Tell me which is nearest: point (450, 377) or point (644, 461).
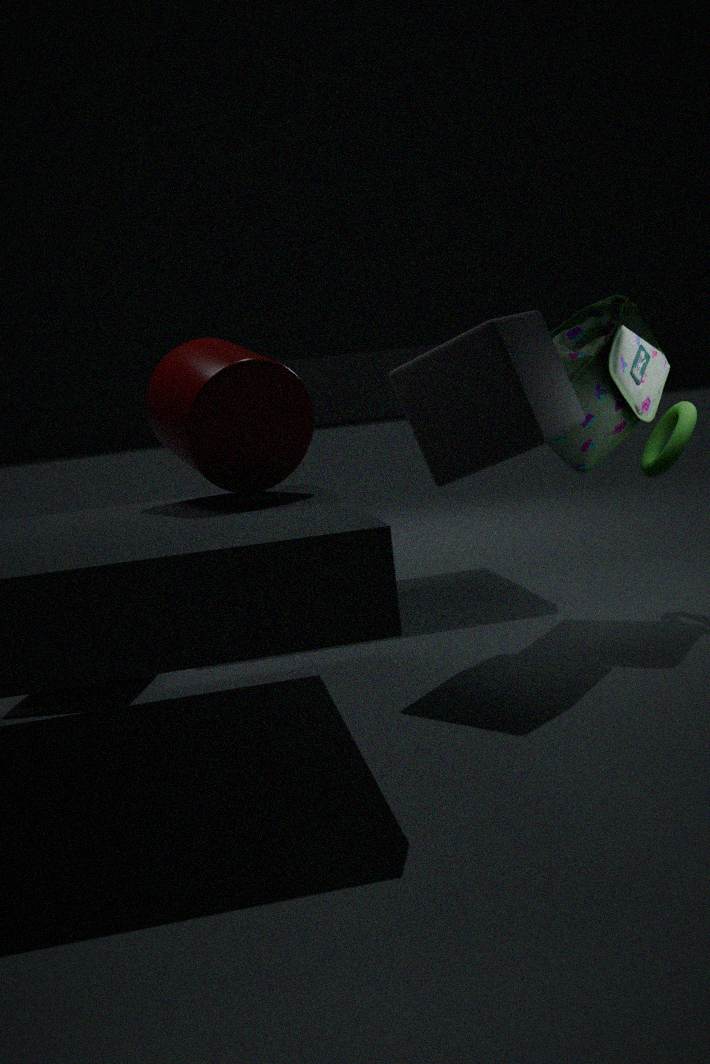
point (450, 377)
